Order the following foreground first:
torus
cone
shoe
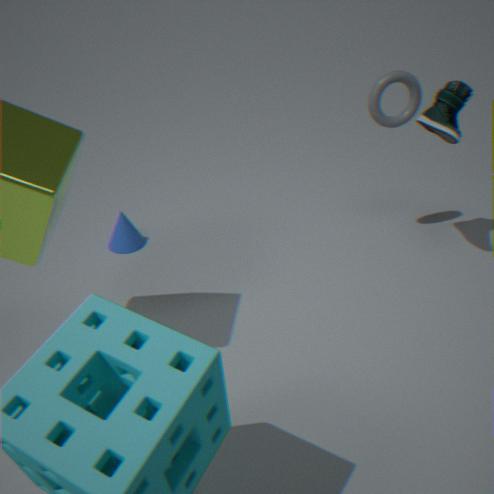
shoe, torus, cone
